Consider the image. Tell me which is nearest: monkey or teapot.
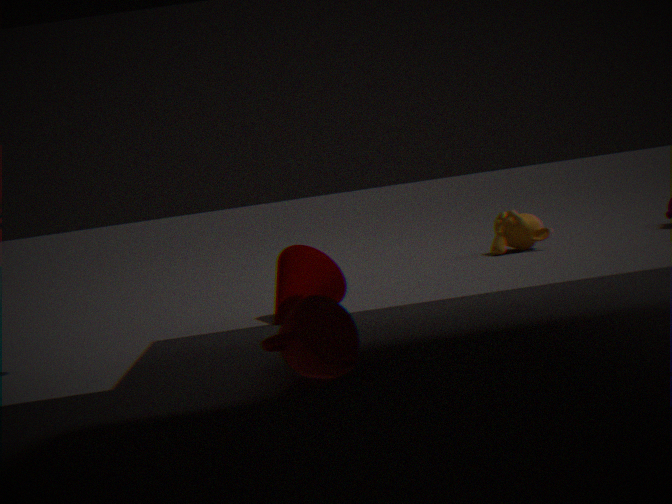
teapot
